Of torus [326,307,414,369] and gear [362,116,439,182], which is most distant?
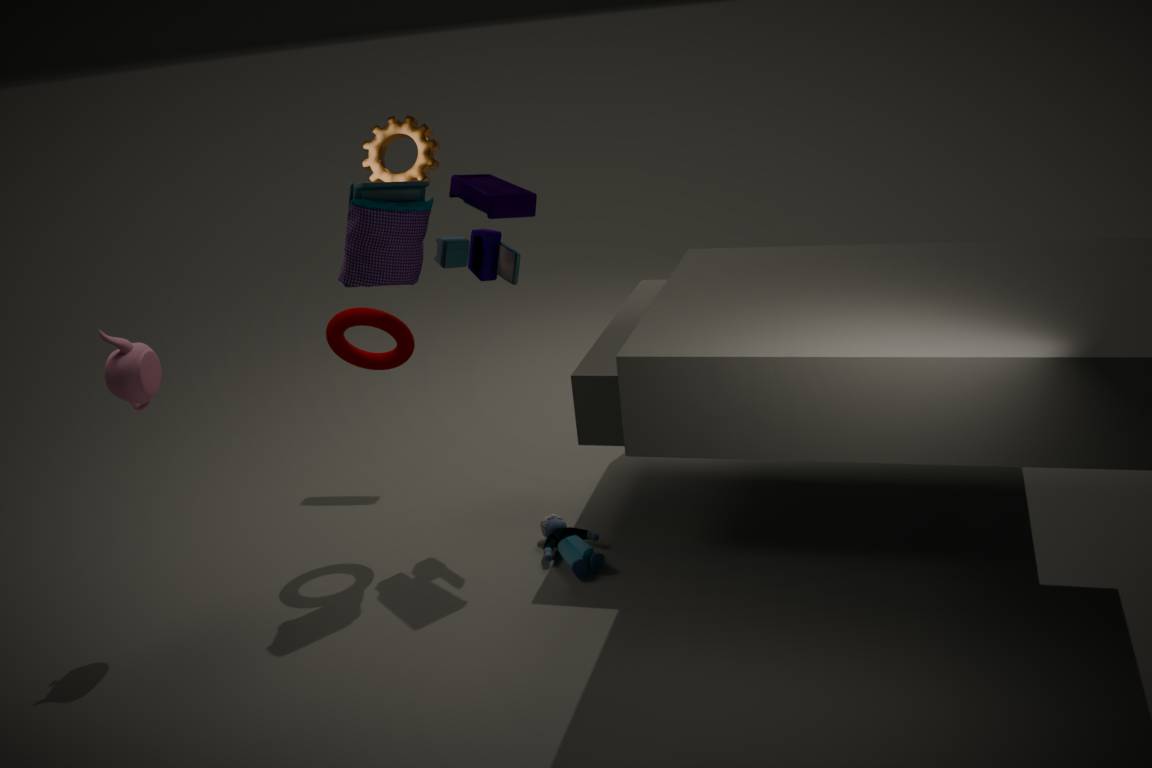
gear [362,116,439,182]
